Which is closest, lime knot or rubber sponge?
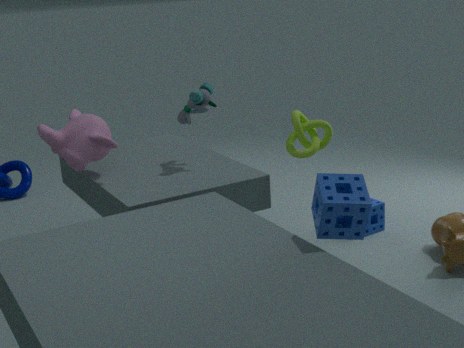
lime knot
